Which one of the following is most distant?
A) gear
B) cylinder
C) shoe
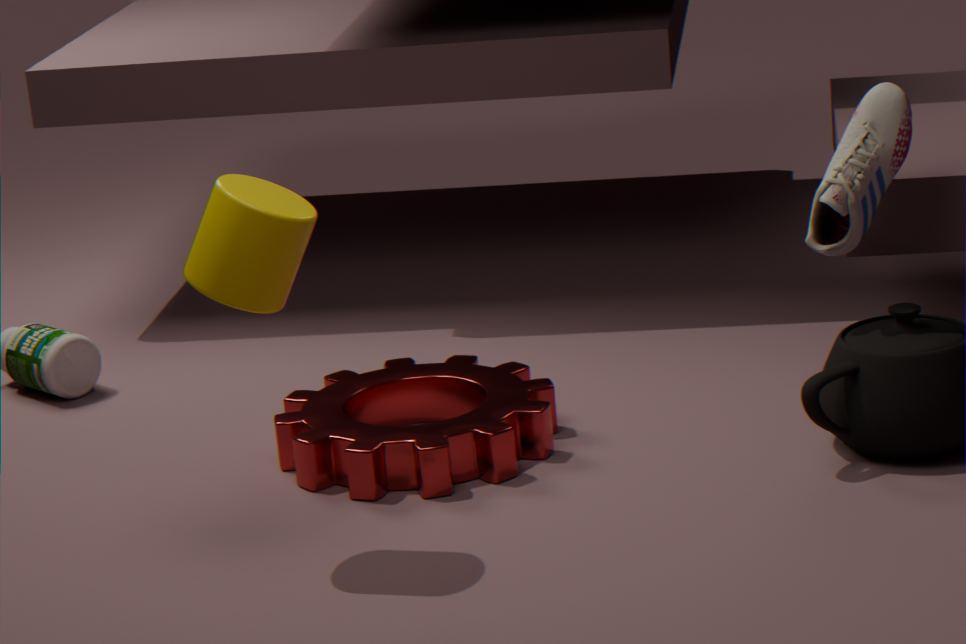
gear
